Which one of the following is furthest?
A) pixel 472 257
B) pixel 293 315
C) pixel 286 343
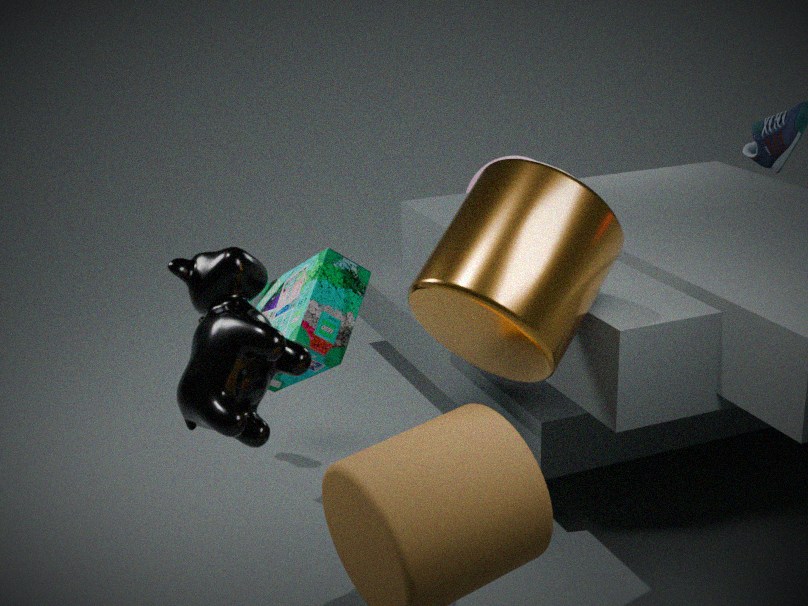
pixel 293 315
